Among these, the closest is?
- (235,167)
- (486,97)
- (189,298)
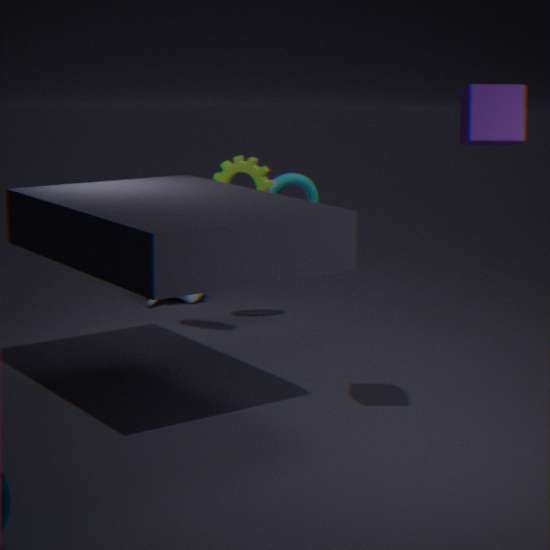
(486,97)
